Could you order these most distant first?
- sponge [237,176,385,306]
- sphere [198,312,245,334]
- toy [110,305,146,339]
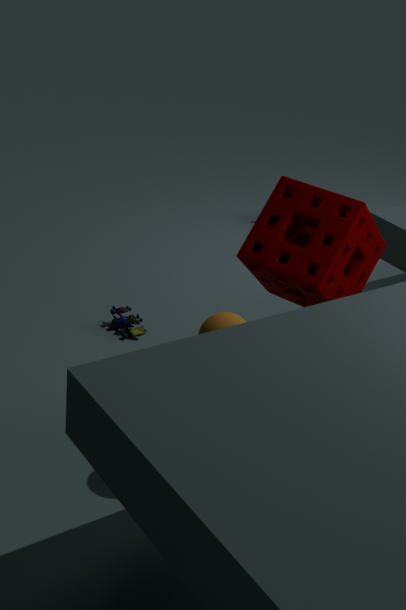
toy [110,305,146,339] → sponge [237,176,385,306] → sphere [198,312,245,334]
